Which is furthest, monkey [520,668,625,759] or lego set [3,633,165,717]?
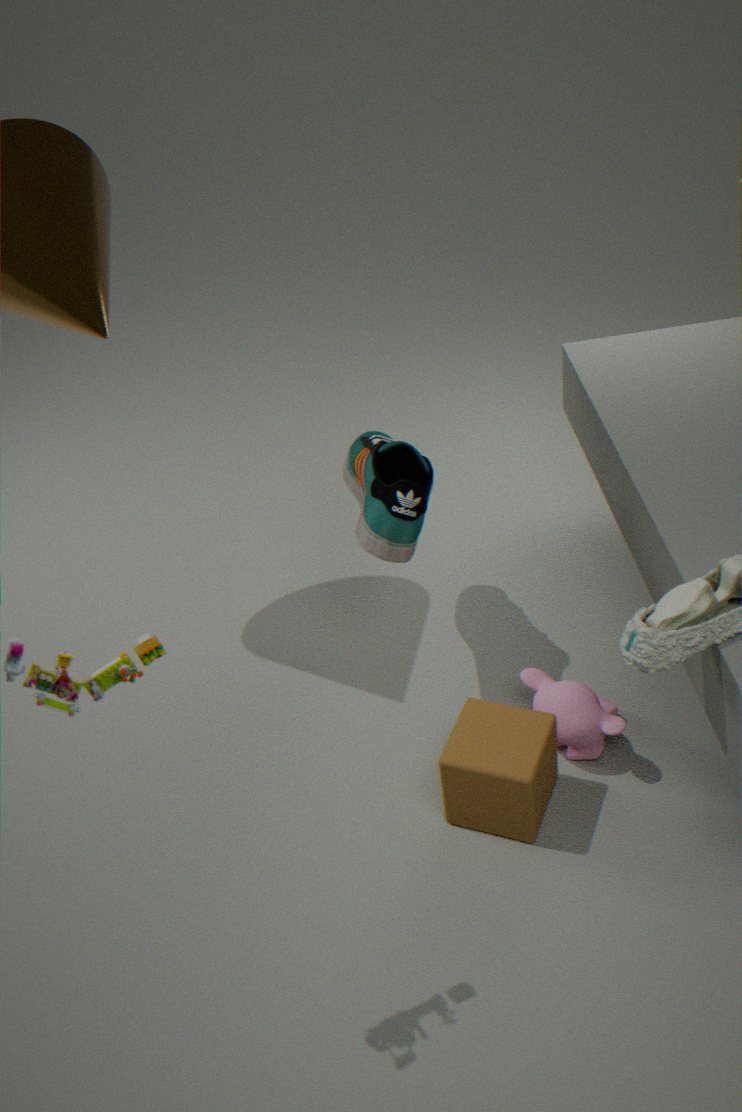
monkey [520,668,625,759]
